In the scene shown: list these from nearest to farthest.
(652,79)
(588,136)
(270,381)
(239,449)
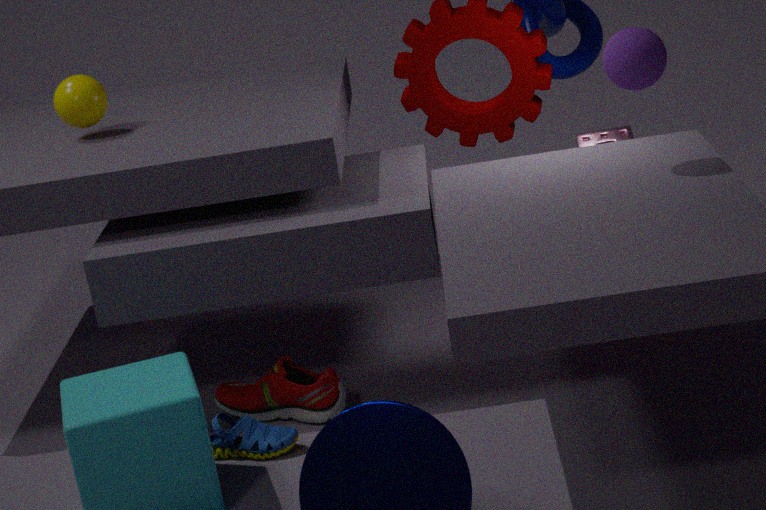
(652,79), (239,449), (270,381), (588,136)
